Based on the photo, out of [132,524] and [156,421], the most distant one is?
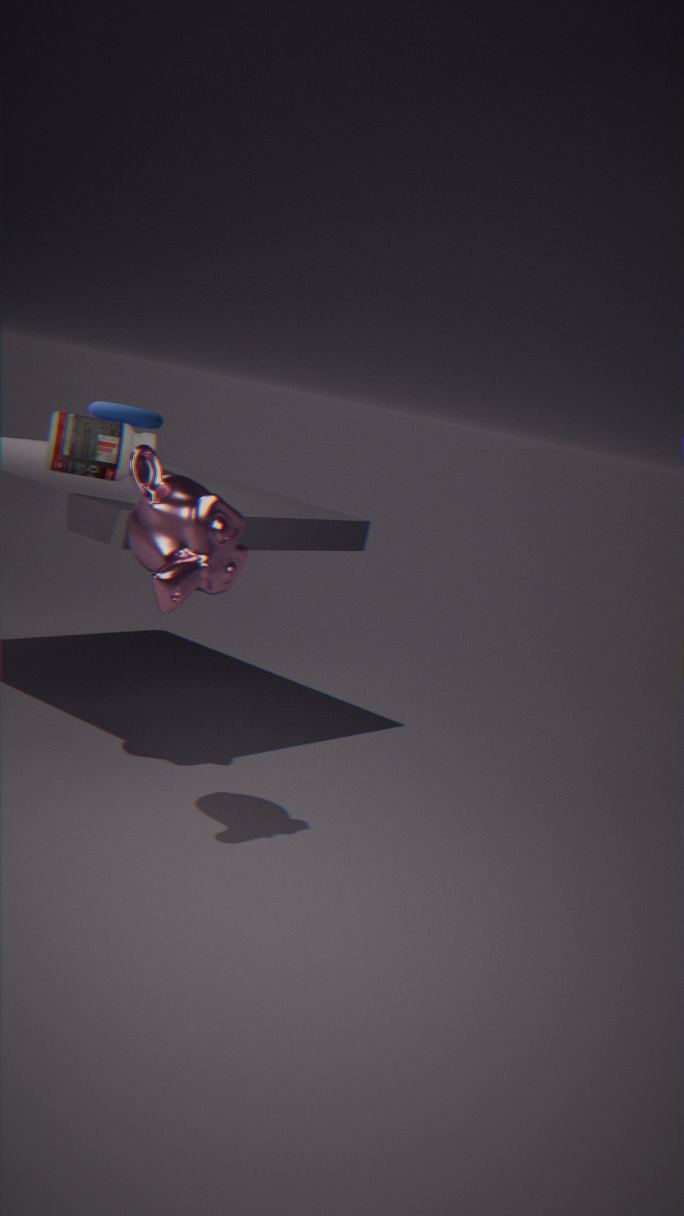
[156,421]
